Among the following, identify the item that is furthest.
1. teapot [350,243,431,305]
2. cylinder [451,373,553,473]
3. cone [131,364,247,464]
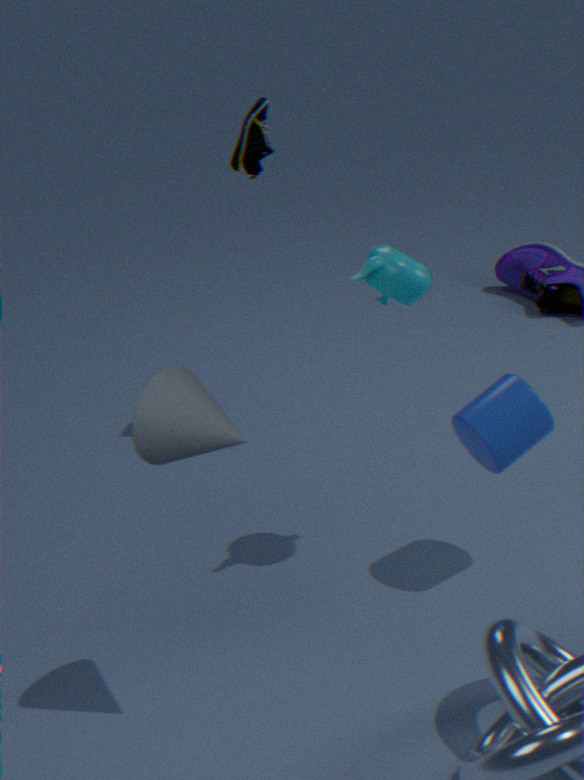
cylinder [451,373,553,473]
